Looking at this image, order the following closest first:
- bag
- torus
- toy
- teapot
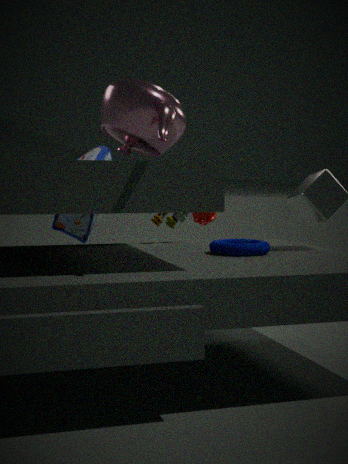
1. teapot
2. torus
3. toy
4. bag
